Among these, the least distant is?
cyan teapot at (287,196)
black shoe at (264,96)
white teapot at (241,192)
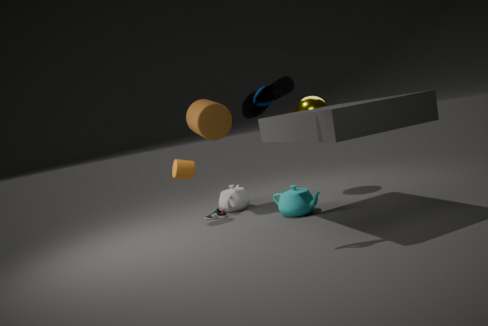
black shoe at (264,96)
